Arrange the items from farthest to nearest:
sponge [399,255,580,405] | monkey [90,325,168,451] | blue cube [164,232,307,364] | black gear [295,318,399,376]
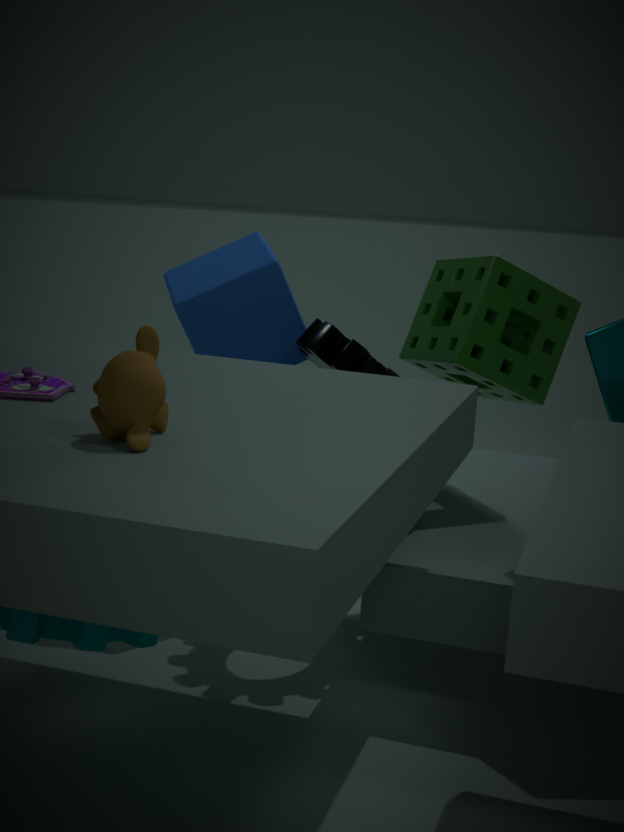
blue cube [164,232,307,364]
sponge [399,255,580,405]
black gear [295,318,399,376]
monkey [90,325,168,451]
